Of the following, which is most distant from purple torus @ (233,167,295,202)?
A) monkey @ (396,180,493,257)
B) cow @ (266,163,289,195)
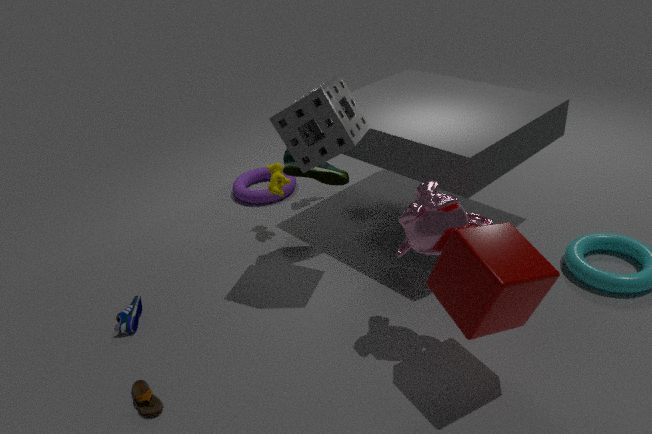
monkey @ (396,180,493,257)
